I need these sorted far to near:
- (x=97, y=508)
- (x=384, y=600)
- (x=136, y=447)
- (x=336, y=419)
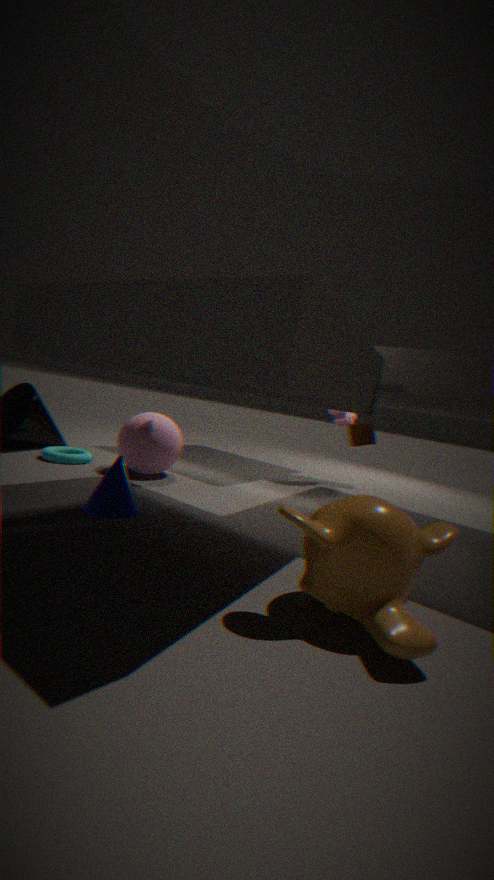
1. (x=336, y=419)
2. (x=136, y=447)
3. (x=97, y=508)
4. (x=384, y=600)
